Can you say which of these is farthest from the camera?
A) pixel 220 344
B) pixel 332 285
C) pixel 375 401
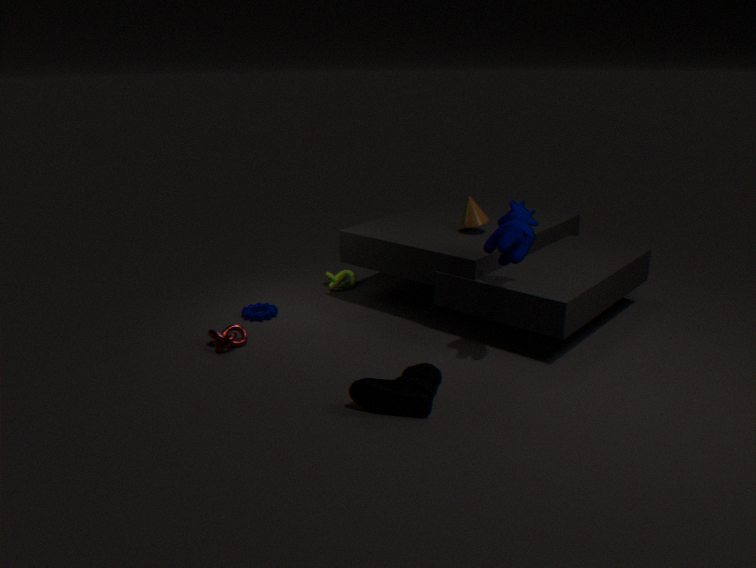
pixel 332 285
